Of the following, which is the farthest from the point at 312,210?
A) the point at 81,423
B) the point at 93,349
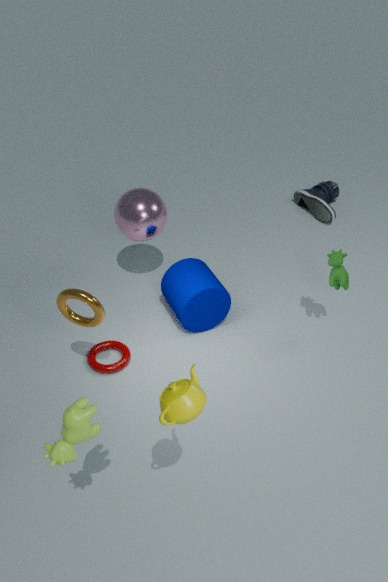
the point at 81,423
